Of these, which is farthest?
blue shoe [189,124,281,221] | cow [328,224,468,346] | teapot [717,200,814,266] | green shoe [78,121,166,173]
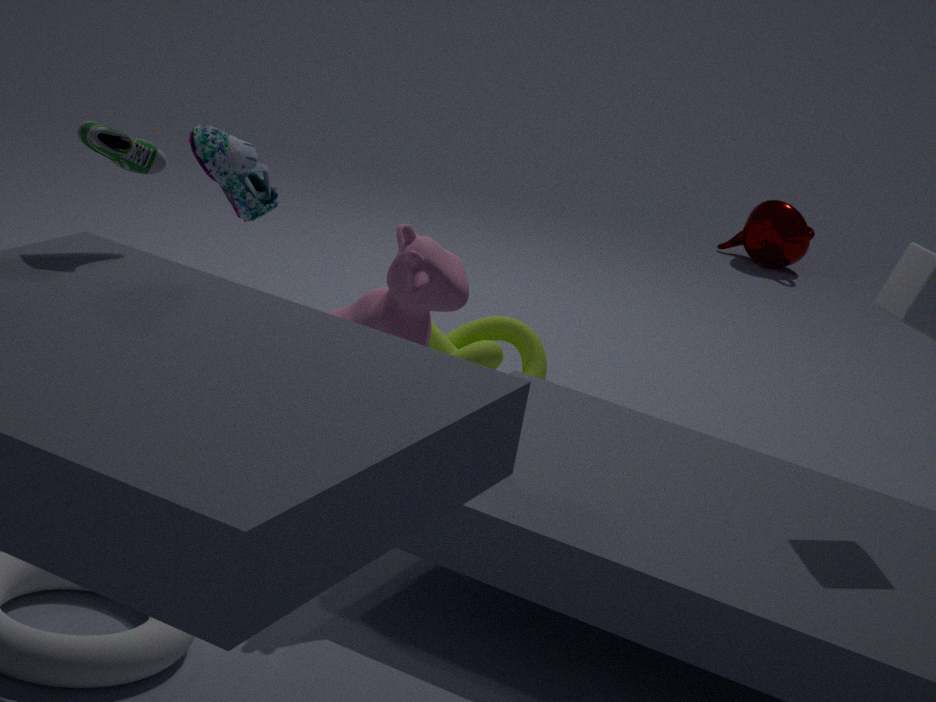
teapot [717,200,814,266]
